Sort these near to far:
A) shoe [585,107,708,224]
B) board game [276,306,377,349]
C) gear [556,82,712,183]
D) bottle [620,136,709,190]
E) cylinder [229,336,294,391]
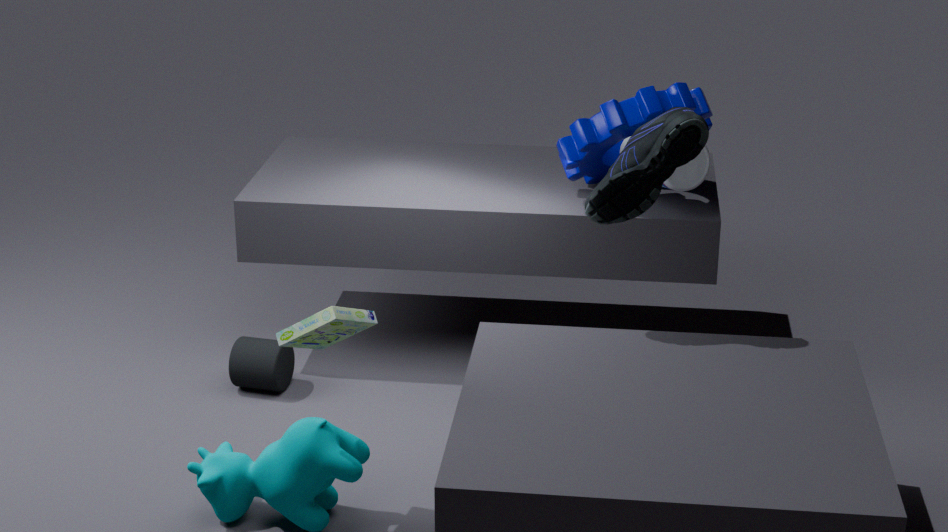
board game [276,306,377,349], shoe [585,107,708,224], bottle [620,136,709,190], gear [556,82,712,183], cylinder [229,336,294,391]
